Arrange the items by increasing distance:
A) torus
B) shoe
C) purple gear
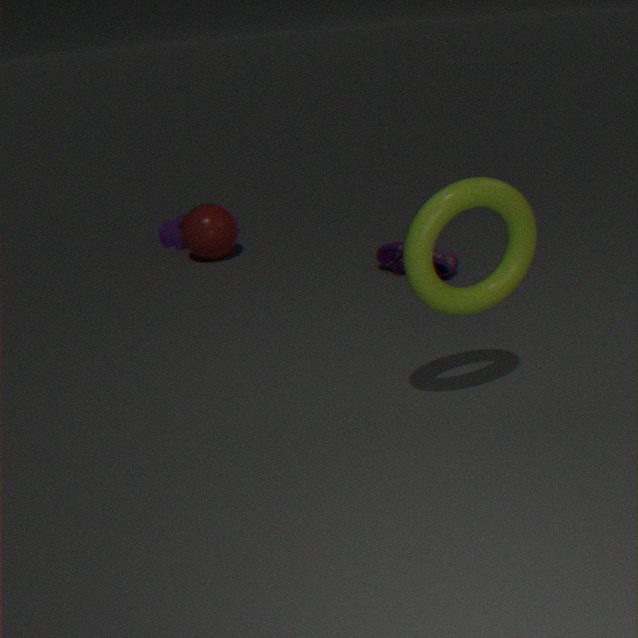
torus
shoe
purple gear
